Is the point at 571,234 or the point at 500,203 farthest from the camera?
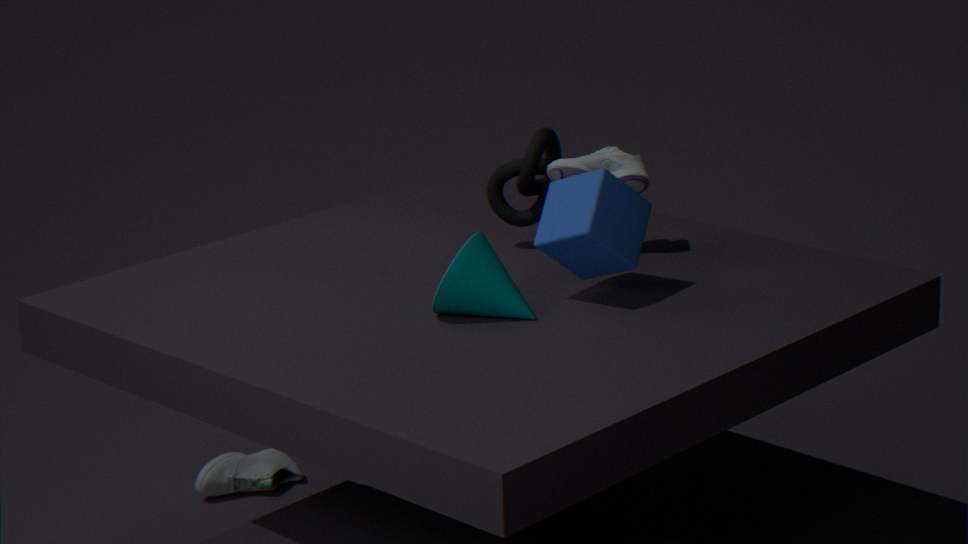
the point at 500,203
